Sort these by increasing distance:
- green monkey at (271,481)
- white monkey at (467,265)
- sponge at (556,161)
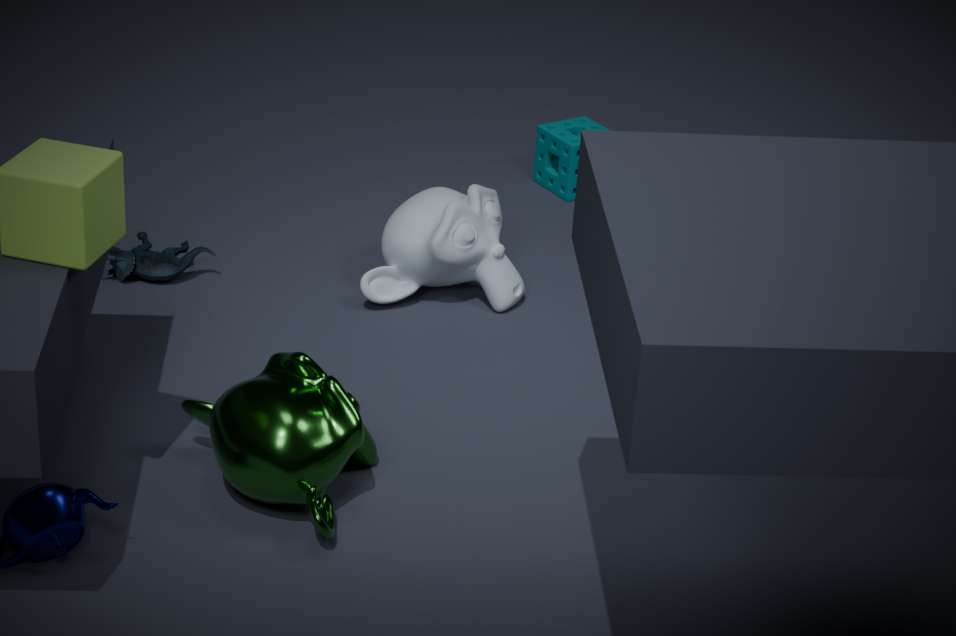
1. green monkey at (271,481)
2. white monkey at (467,265)
3. sponge at (556,161)
